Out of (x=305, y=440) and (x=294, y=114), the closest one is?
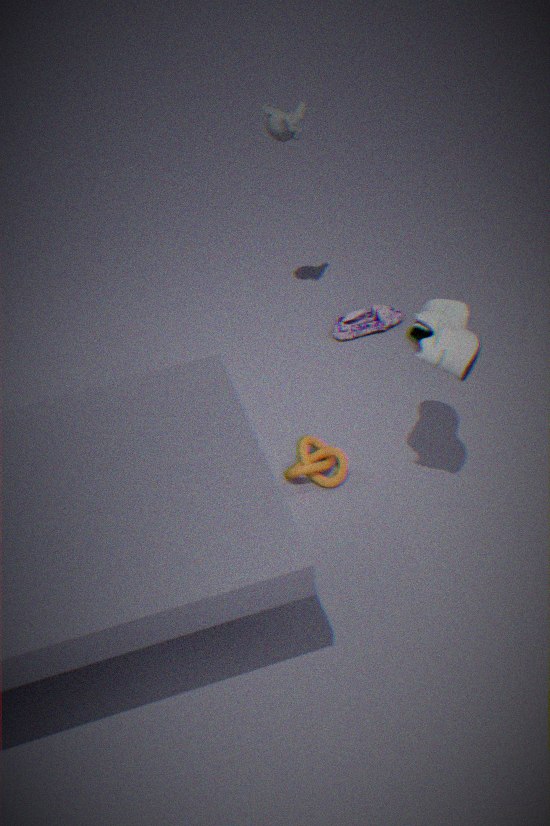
(x=305, y=440)
